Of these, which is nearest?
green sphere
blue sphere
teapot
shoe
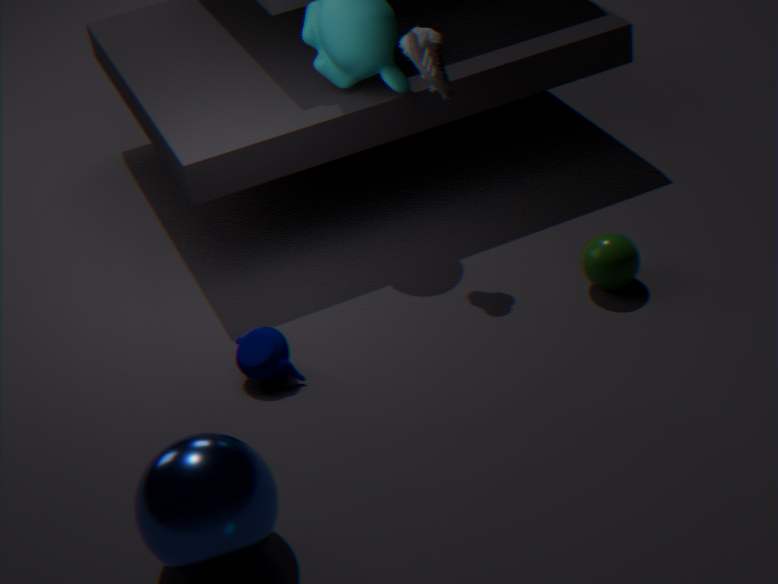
blue sphere
